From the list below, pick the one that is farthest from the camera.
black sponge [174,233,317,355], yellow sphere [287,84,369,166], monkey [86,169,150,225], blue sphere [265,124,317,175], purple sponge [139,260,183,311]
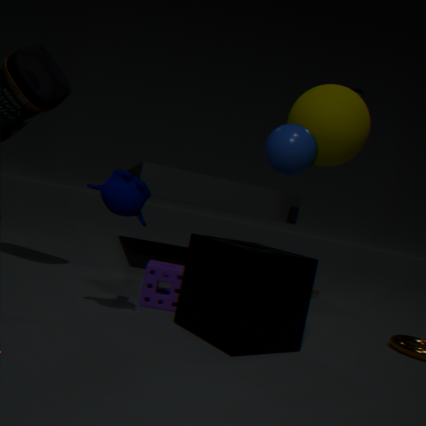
purple sponge [139,260,183,311]
